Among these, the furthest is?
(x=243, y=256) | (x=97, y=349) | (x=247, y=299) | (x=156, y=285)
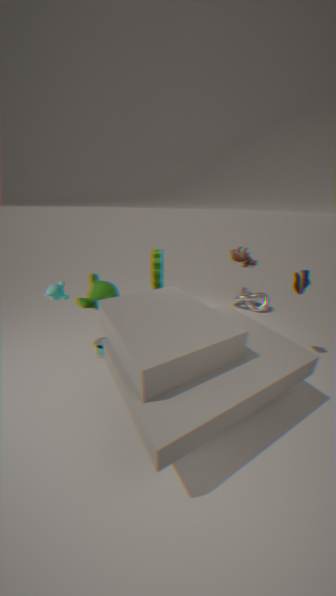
(x=247, y=299)
